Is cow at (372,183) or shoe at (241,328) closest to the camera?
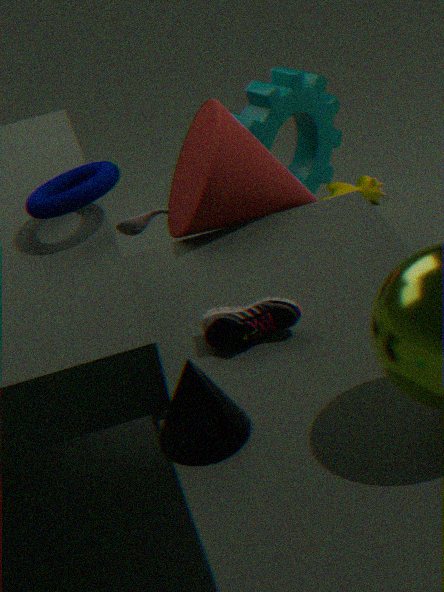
shoe at (241,328)
